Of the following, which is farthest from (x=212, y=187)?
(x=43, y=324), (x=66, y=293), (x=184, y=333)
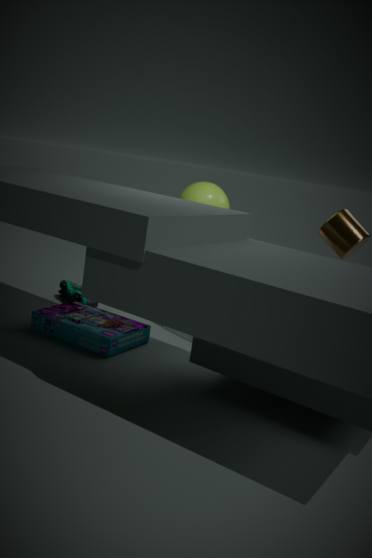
(x=43, y=324)
